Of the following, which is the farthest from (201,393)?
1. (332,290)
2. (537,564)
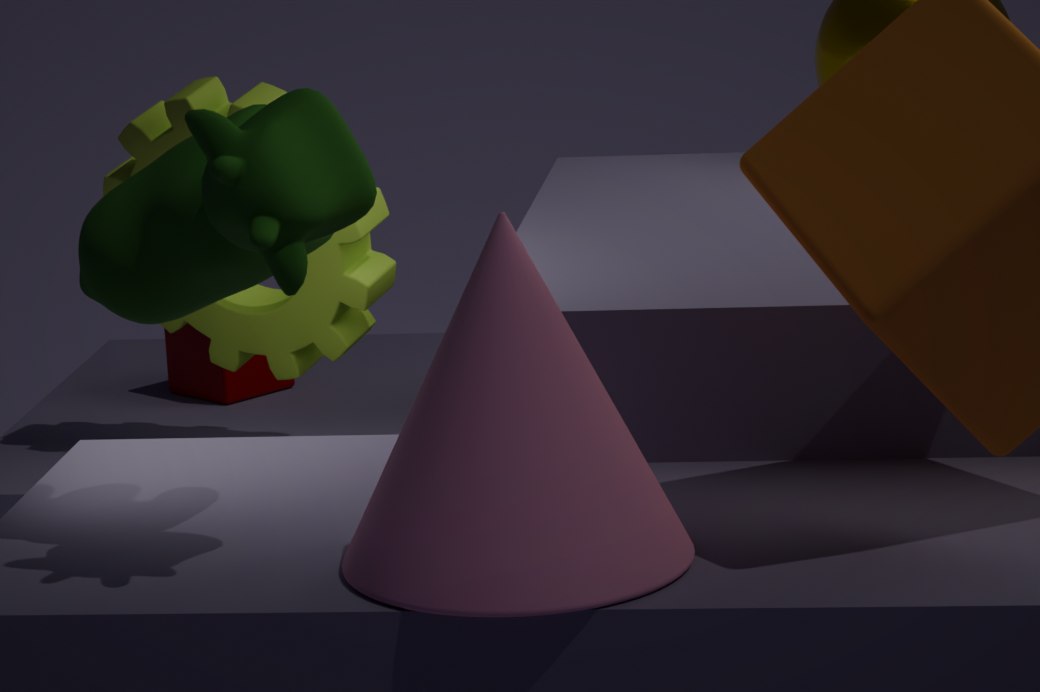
(537,564)
